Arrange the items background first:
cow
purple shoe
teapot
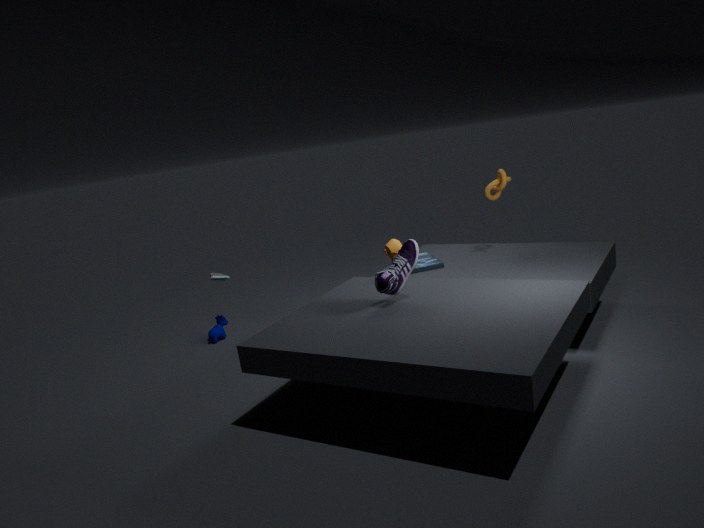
cow
teapot
purple shoe
